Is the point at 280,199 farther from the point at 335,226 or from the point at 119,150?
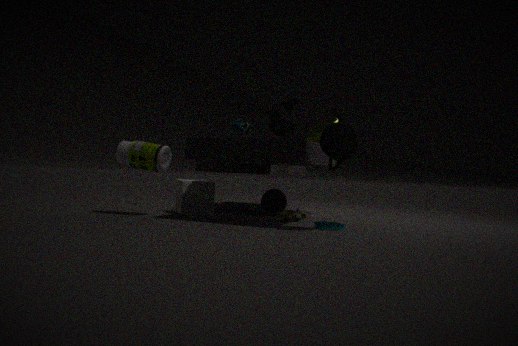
the point at 119,150
